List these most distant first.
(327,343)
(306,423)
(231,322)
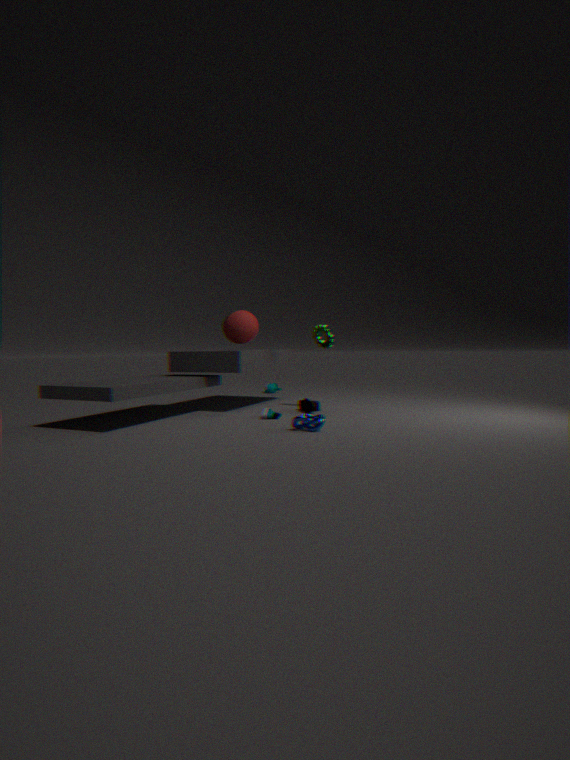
(327,343) → (231,322) → (306,423)
